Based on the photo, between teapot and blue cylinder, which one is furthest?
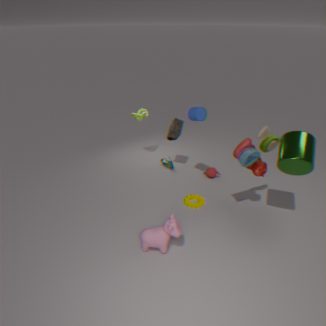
teapot
